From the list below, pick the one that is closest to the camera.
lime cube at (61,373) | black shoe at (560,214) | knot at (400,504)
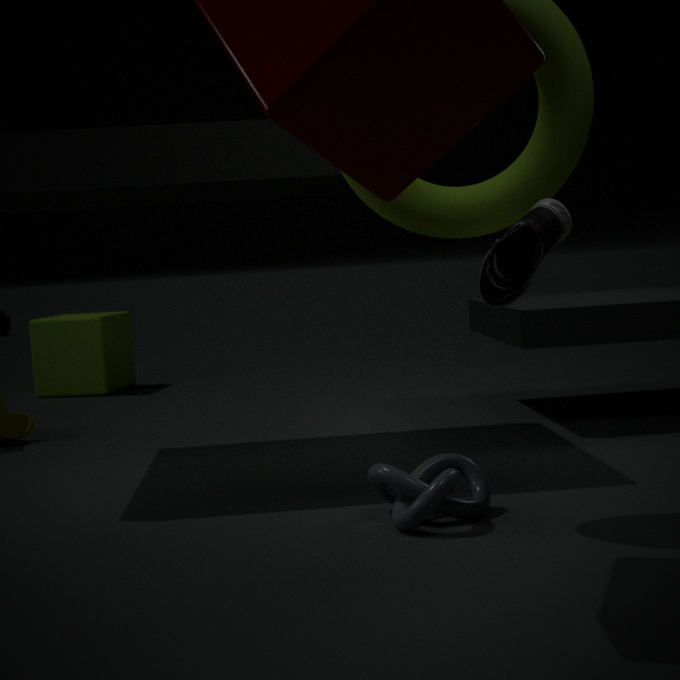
black shoe at (560,214)
